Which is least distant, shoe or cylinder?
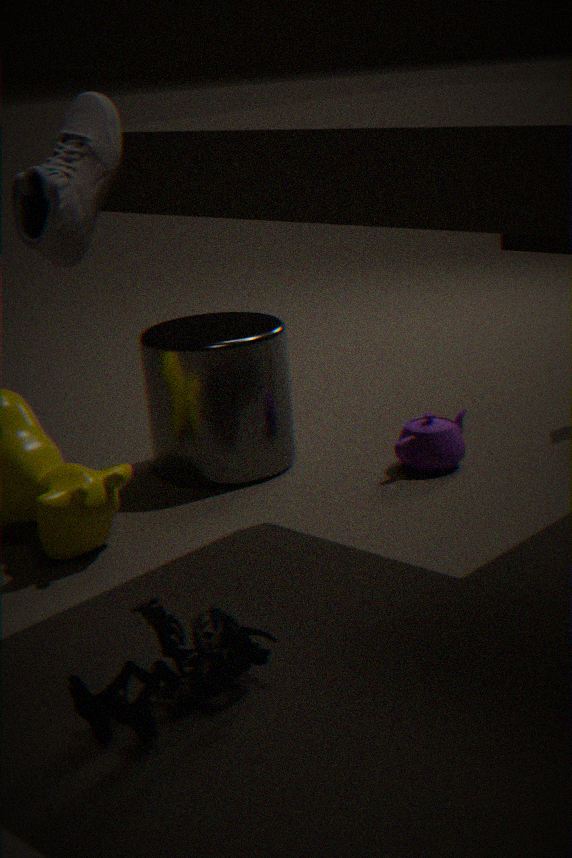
shoe
